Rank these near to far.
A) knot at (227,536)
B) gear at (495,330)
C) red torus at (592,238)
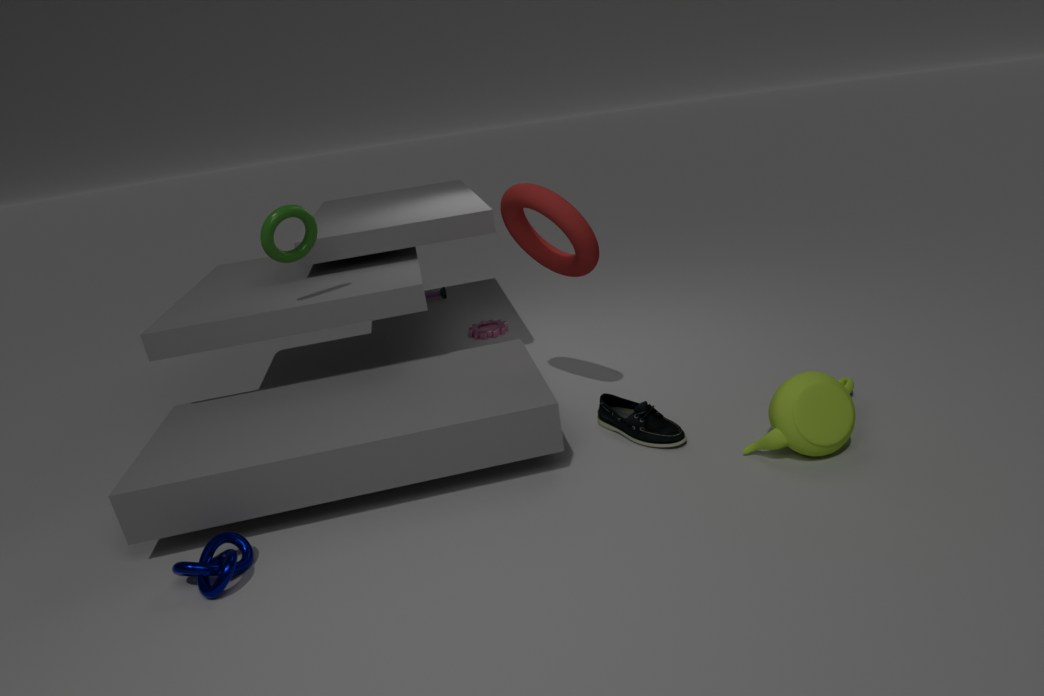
knot at (227,536) → red torus at (592,238) → gear at (495,330)
